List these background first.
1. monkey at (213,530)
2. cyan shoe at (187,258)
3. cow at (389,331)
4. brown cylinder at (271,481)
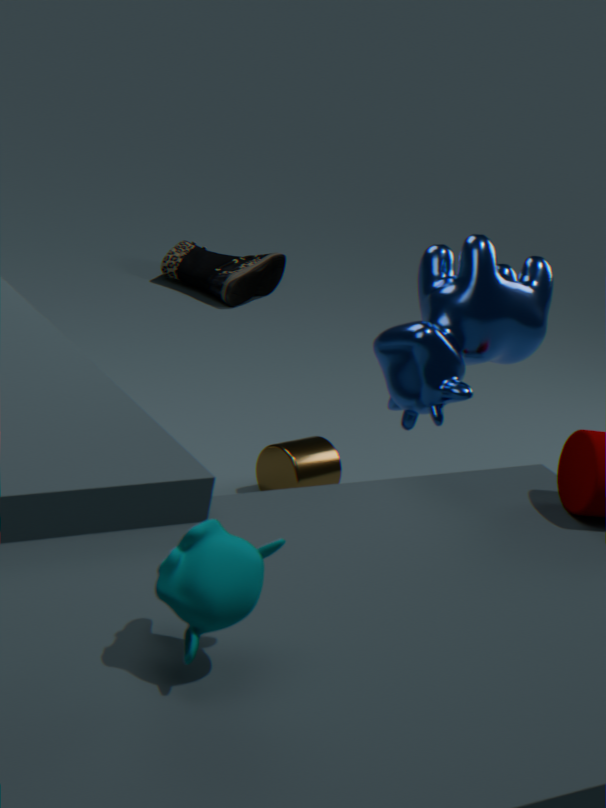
1. cyan shoe at (187,258)
2. brown cylinder at (271,481)
3. cow at (389,331)
4. monkey at (213,530)
